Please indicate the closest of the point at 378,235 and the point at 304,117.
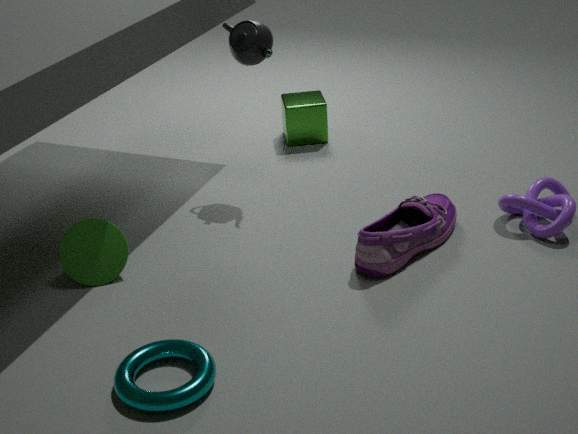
the point at 378,235
